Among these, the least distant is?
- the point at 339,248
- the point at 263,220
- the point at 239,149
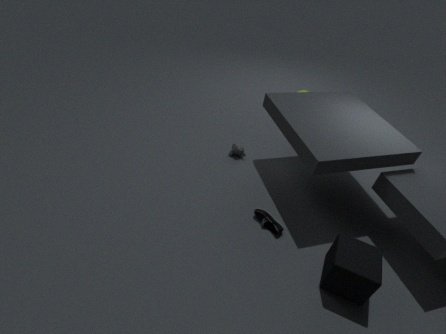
the point at 339,248
